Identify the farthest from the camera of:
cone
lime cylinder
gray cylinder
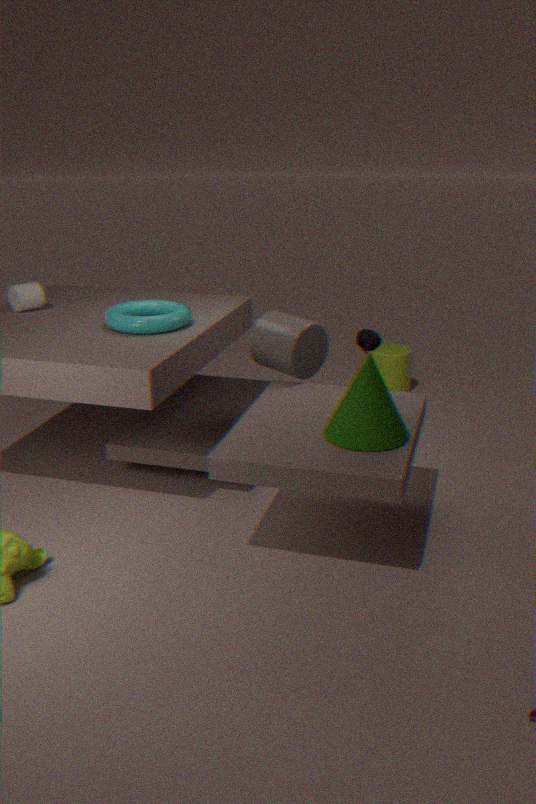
lime cylinder
